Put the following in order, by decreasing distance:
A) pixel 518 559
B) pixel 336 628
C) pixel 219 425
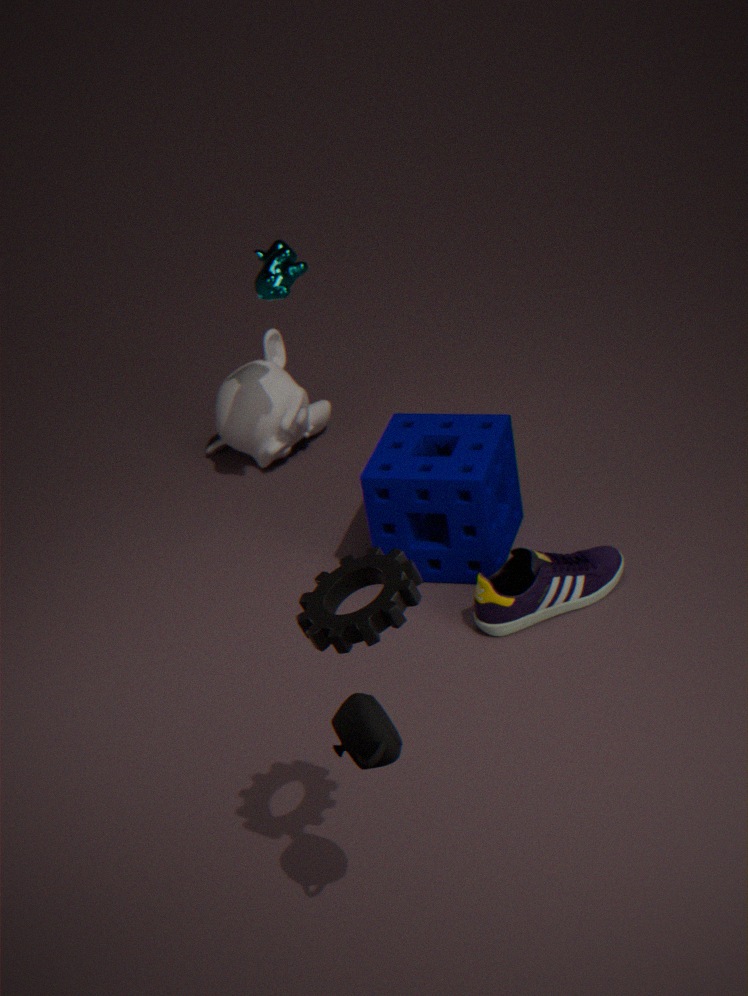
pixel 219 425
pixel 518 559
pixel 336 628
